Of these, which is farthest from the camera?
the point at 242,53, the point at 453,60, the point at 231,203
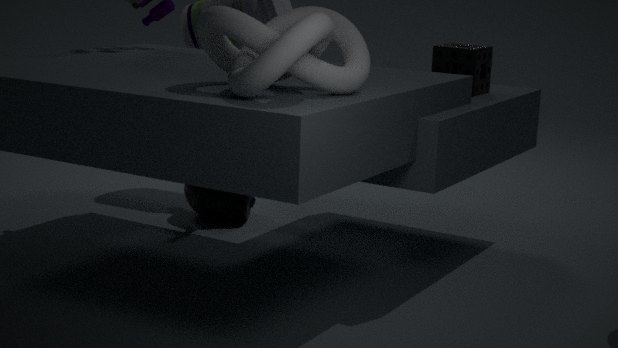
the point at 231,203
